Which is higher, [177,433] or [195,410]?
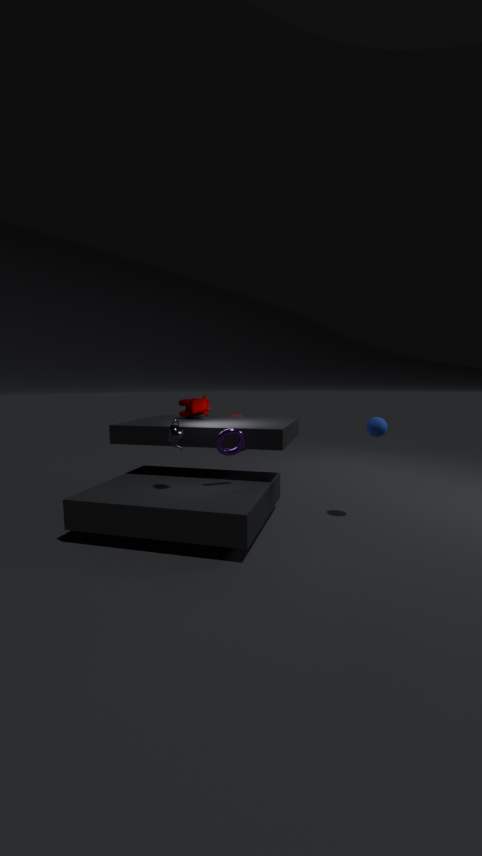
[195,410]
